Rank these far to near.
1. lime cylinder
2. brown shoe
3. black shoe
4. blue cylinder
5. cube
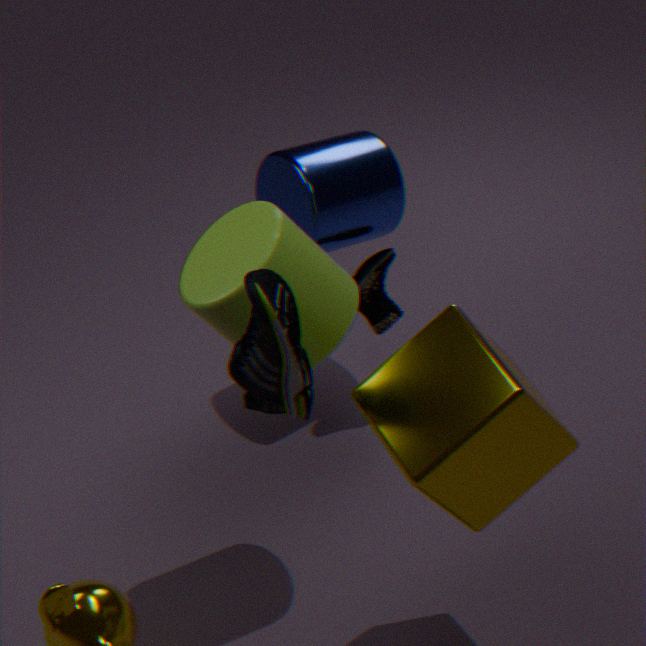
black shoe
blue cylinder
lime cylinder
brown shoe
cube
